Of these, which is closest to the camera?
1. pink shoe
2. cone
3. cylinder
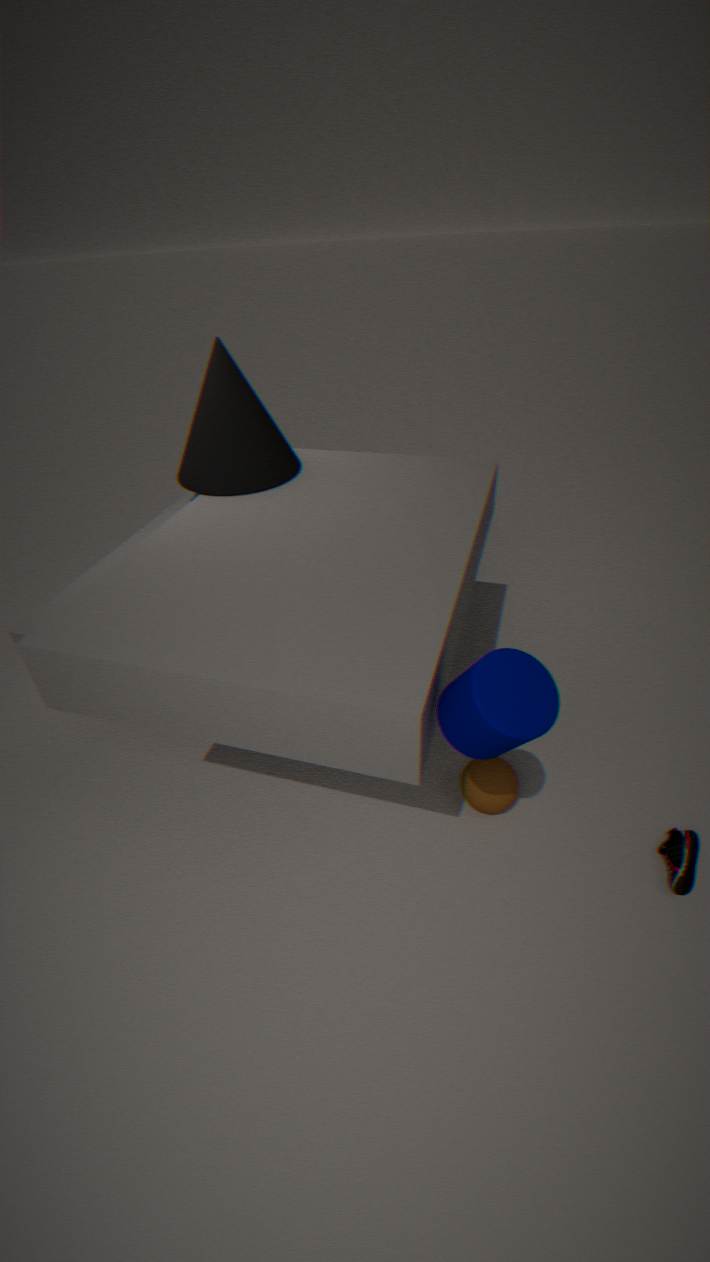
cylinder
